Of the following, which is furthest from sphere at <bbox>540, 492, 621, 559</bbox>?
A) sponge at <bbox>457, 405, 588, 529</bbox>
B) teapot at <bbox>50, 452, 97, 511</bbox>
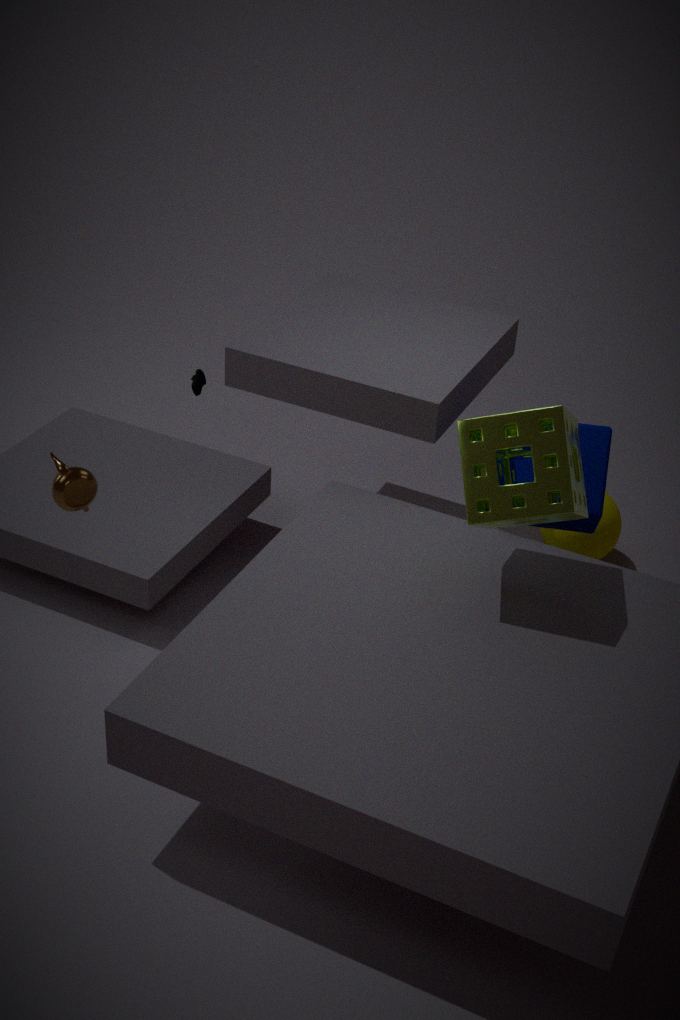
teapot at <bbox>50, 452, 97, 511</bbox>
